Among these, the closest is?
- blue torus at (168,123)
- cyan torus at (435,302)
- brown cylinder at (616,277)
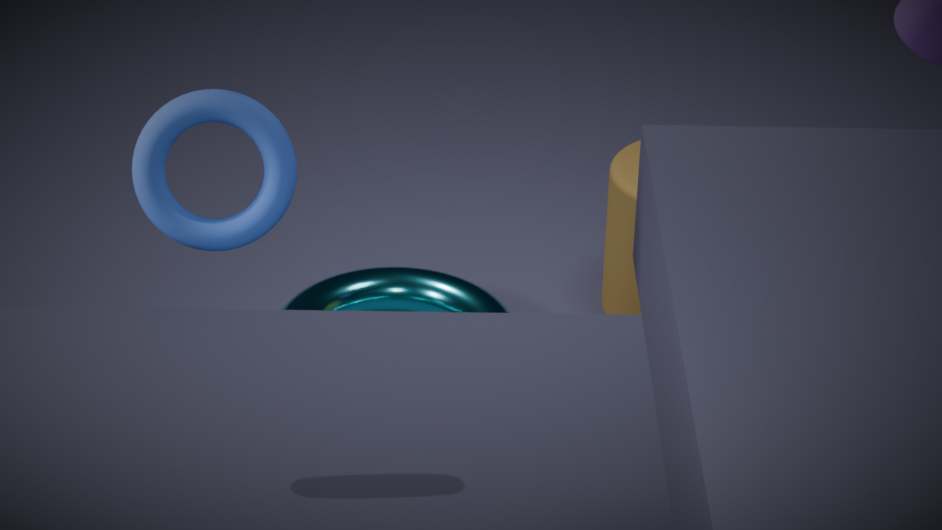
blue torus at (168,123)
